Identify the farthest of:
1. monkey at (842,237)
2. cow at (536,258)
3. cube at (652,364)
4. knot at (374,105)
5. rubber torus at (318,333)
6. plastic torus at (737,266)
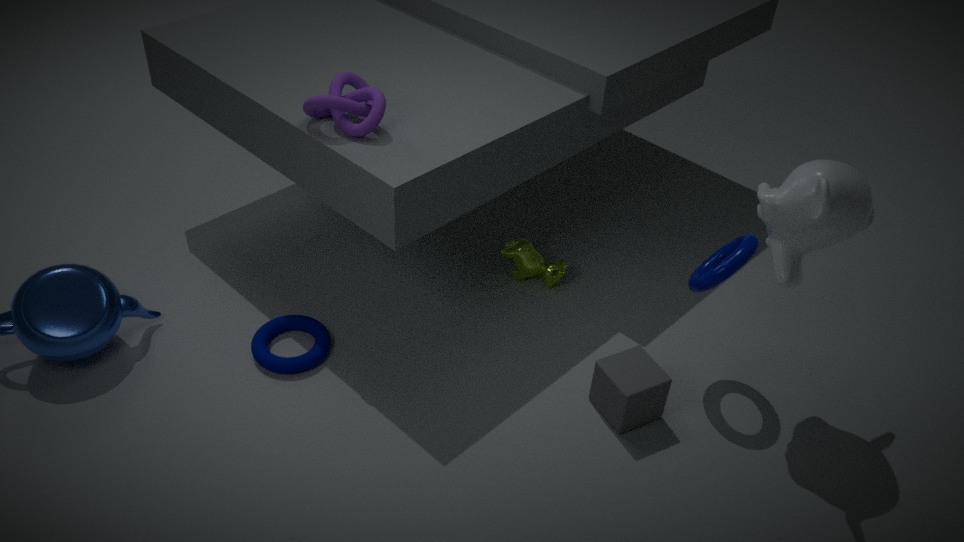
cow at (536,258)
